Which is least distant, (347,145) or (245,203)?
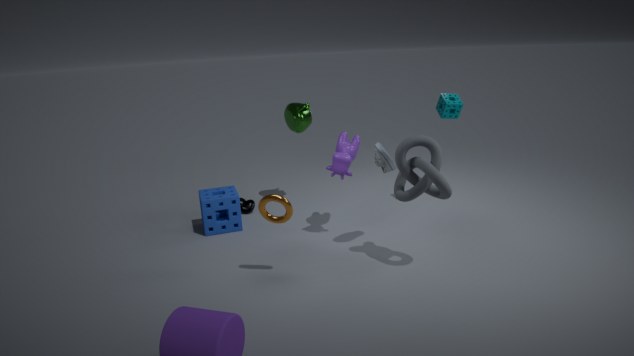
(347,145)
